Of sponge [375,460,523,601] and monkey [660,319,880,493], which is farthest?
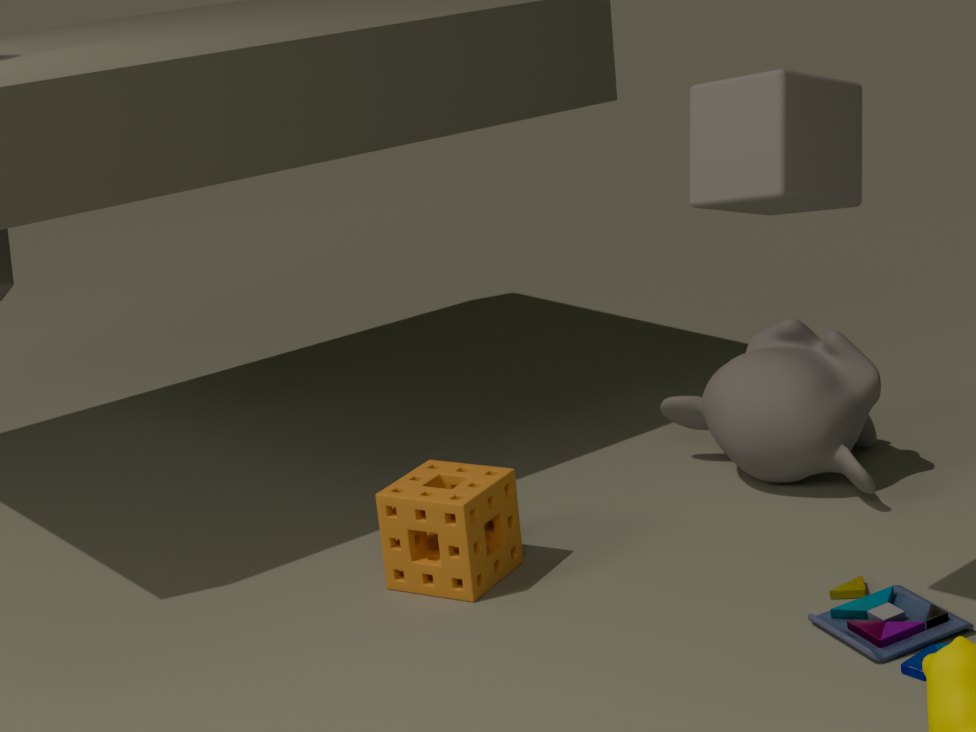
monkey [660,319,880,493]
